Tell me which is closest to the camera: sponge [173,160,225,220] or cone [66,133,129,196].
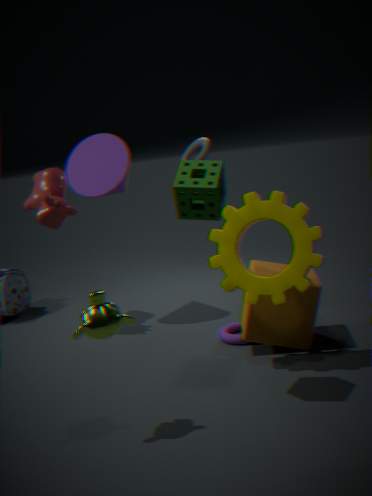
sponge [173,160,225,220]
